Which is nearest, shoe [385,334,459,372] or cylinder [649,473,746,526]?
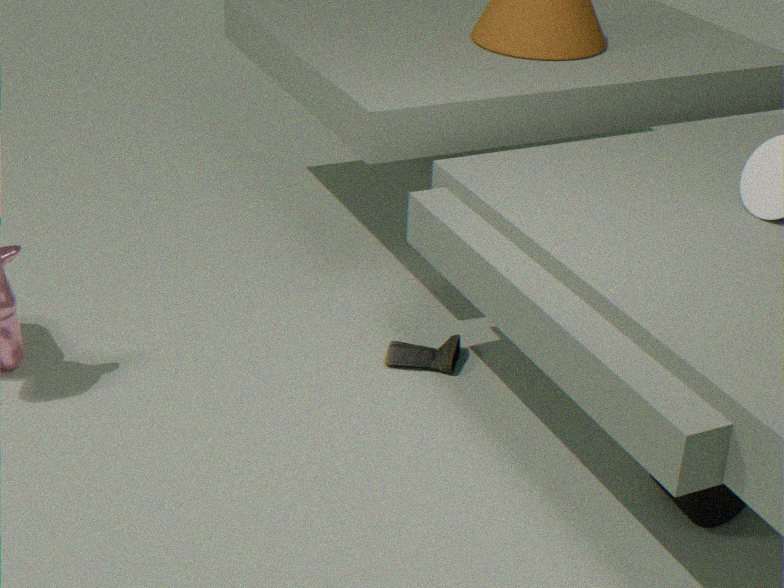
cylinder [649,473,746,526]
